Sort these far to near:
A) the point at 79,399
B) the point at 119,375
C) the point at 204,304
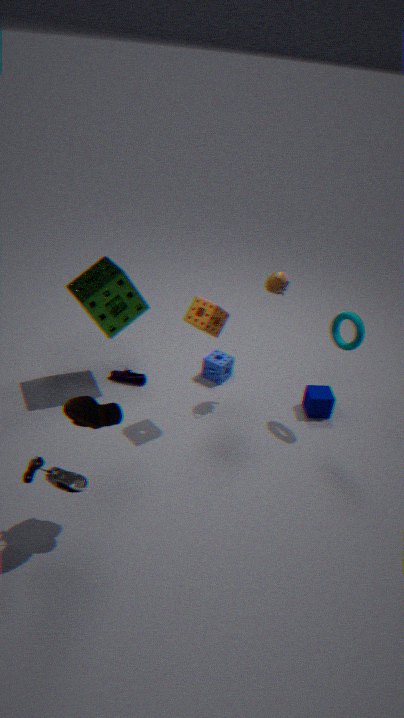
the point at 119,375 → the point at 204,304 → the point at 79,399
